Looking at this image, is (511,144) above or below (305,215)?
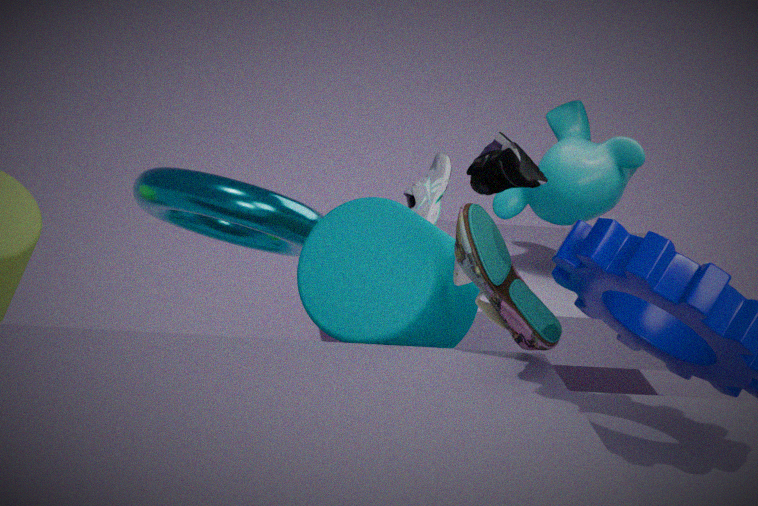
above
